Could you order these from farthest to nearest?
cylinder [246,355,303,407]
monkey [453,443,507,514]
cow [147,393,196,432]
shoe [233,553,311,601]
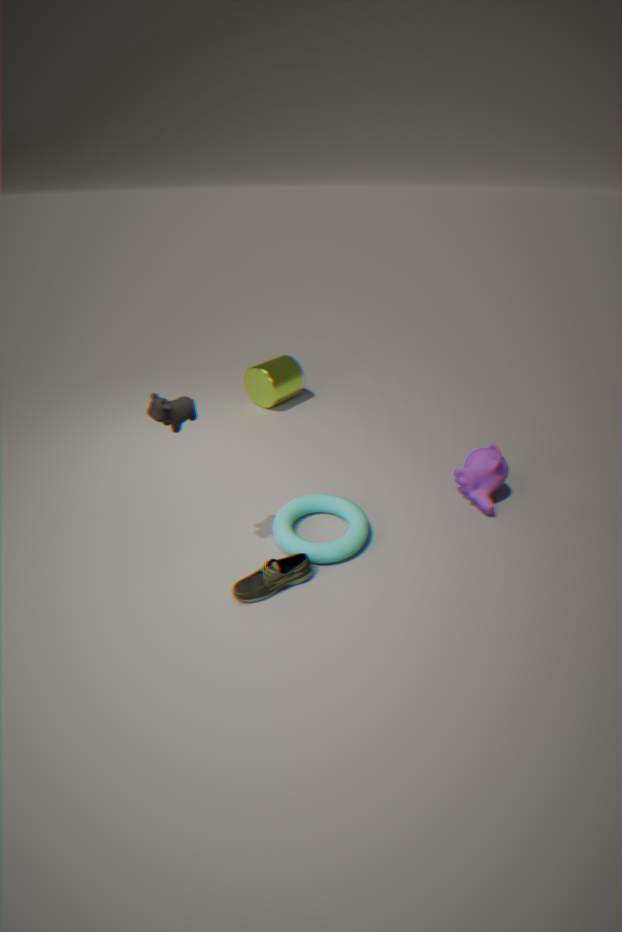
cylinder [246,355,303,407] → monkey [453,443,507,514] → shoe [233,553,311,601] → cow [147,393,196,432]
